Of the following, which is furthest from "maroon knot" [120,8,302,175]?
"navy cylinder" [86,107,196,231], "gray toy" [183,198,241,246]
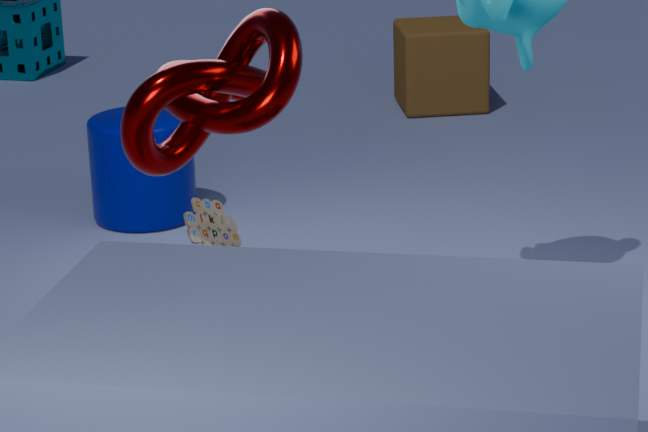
"navy cylinder" [86,107,196,231]
